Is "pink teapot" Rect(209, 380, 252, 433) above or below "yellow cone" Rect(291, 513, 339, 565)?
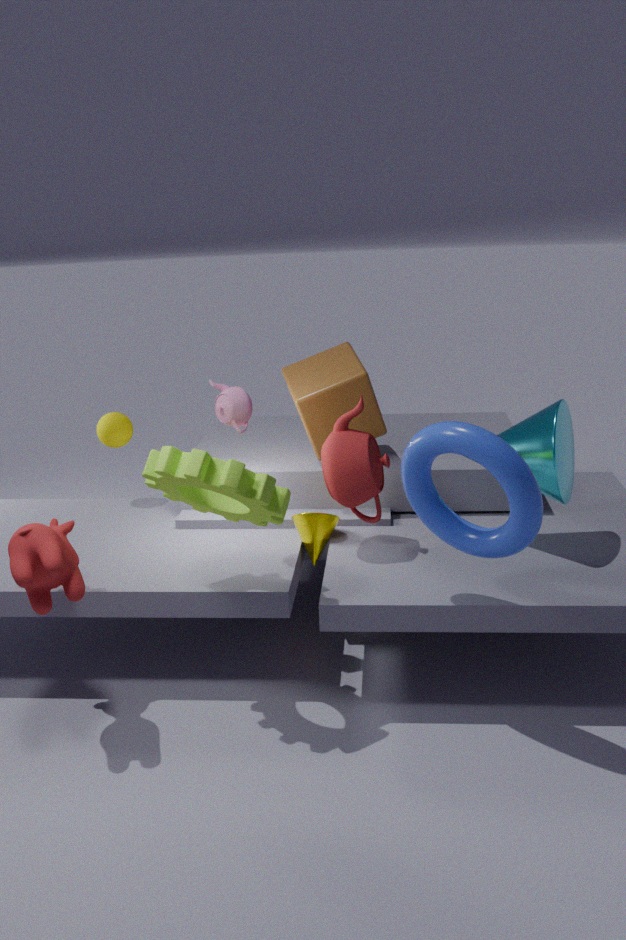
above
